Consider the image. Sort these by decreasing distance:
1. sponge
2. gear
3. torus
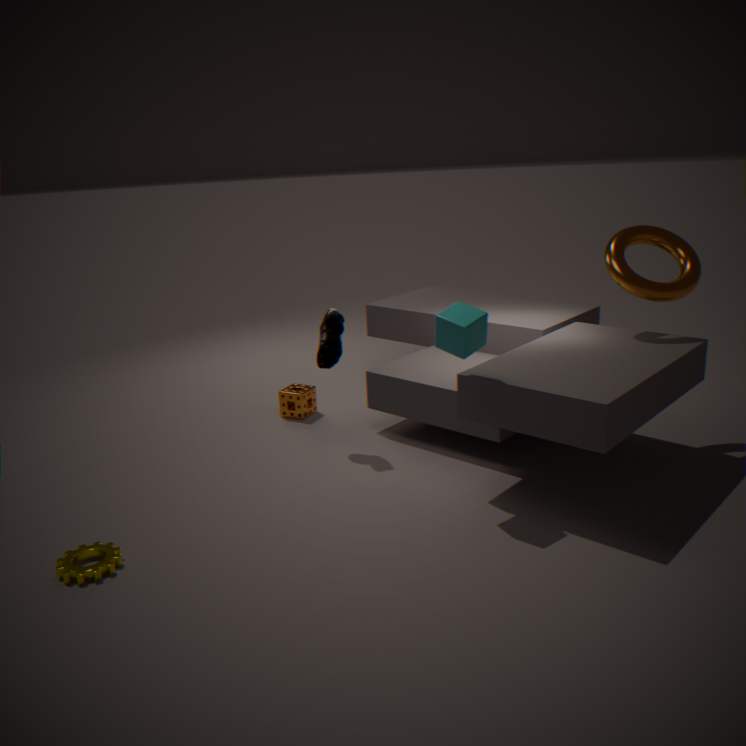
1. sponge
2. torus
3. gear
